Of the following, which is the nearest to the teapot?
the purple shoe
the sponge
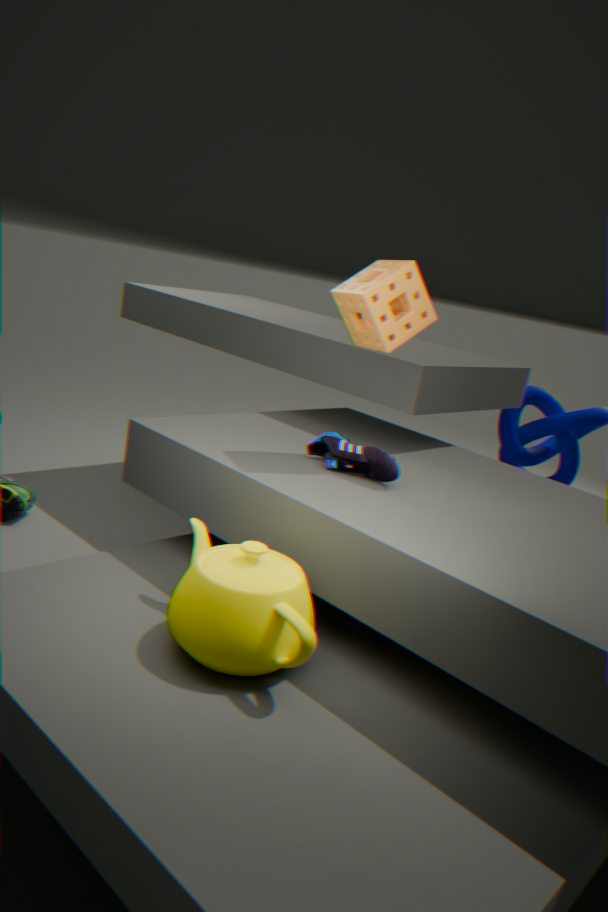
the purple shoe
